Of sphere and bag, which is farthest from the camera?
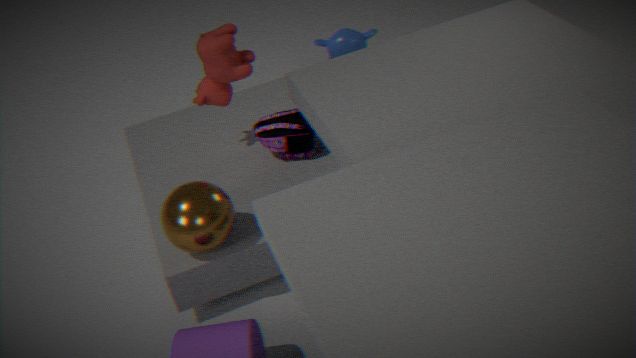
bag
